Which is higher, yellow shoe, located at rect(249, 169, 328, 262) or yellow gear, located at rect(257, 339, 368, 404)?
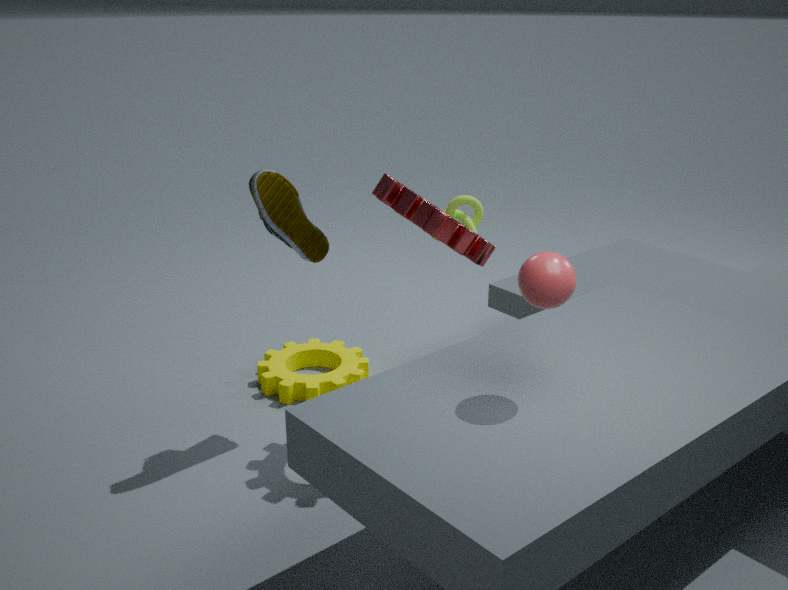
yellow shoe, located at rect(249, 169, 328, 262)
